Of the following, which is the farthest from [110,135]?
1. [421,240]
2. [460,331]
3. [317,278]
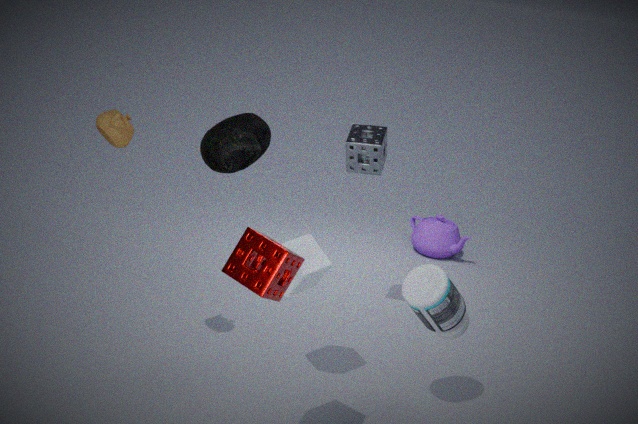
[421,240]
